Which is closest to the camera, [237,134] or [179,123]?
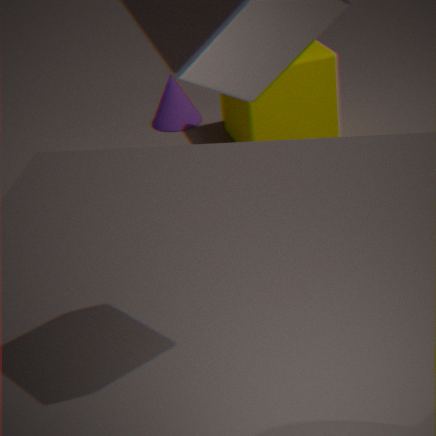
[237,134]
